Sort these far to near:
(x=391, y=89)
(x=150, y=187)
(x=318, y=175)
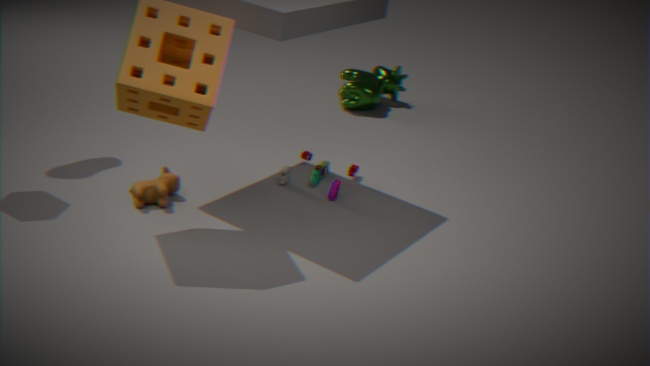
(x=391, y=89) → (x=318, y=175) → (x=150, y=187)
